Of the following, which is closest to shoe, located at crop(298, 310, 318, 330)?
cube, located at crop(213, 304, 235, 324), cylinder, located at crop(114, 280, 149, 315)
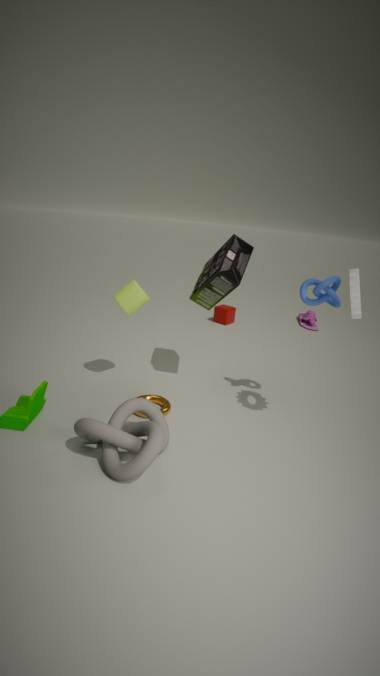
cube, located at crop(213, 304, 235, 324)
